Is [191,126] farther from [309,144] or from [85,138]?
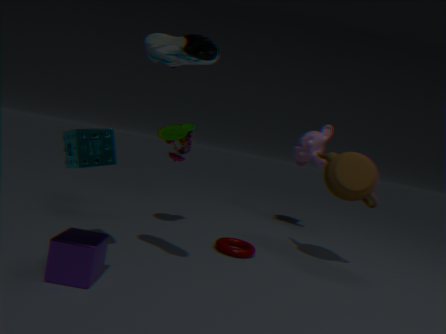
[309,144]
